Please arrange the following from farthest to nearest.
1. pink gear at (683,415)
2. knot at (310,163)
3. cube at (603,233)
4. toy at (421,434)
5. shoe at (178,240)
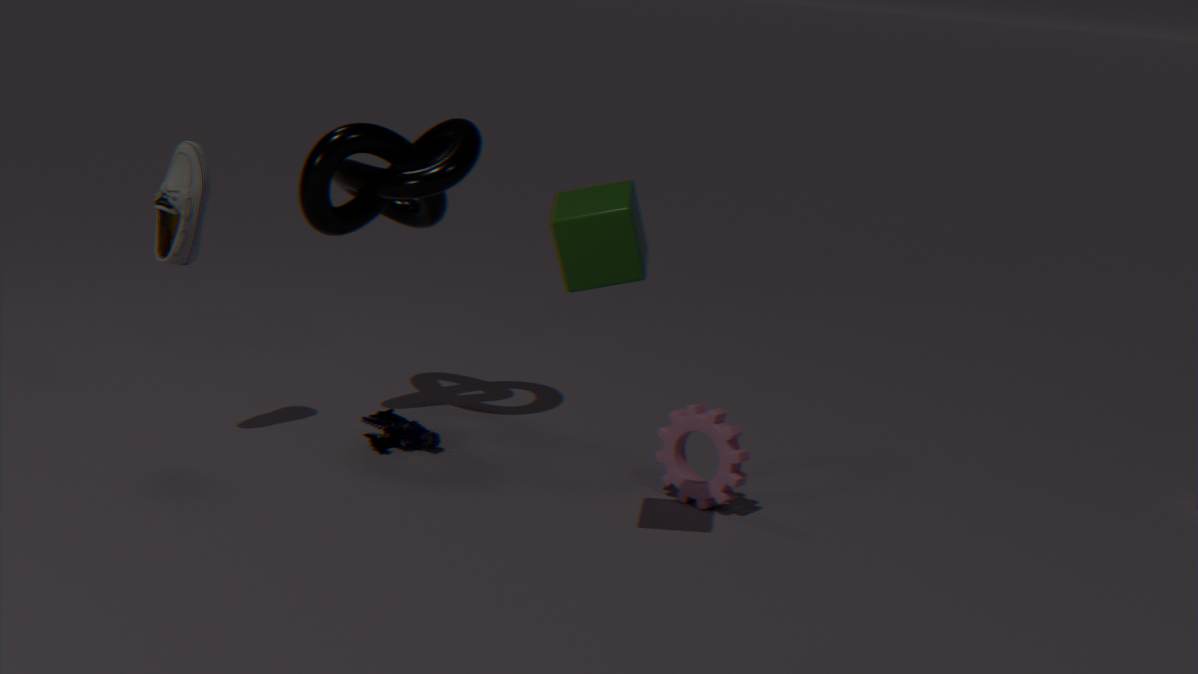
1. toy at (421,434)
2. knot at (310,163)
3. shoe at (178,240)
4. pink gear at (683,415)
5. cube at (603,233)
